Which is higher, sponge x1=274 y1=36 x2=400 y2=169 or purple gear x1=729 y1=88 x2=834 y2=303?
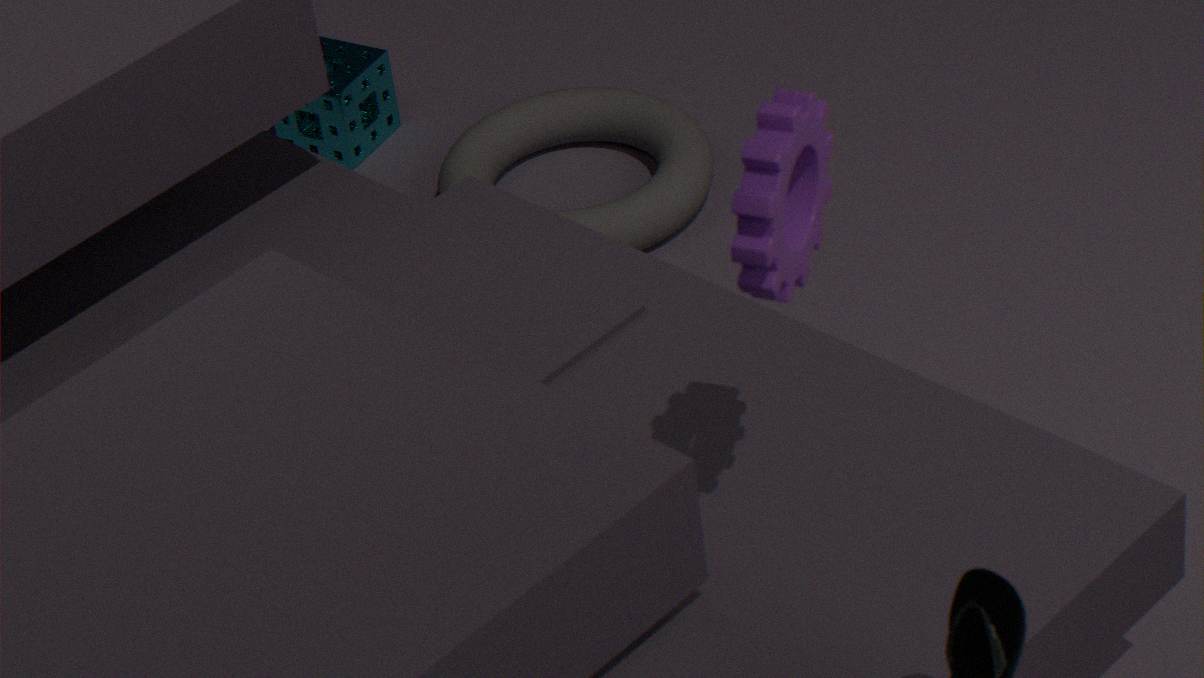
purple gear x1=729 y1=88 x2=834 y2=303
